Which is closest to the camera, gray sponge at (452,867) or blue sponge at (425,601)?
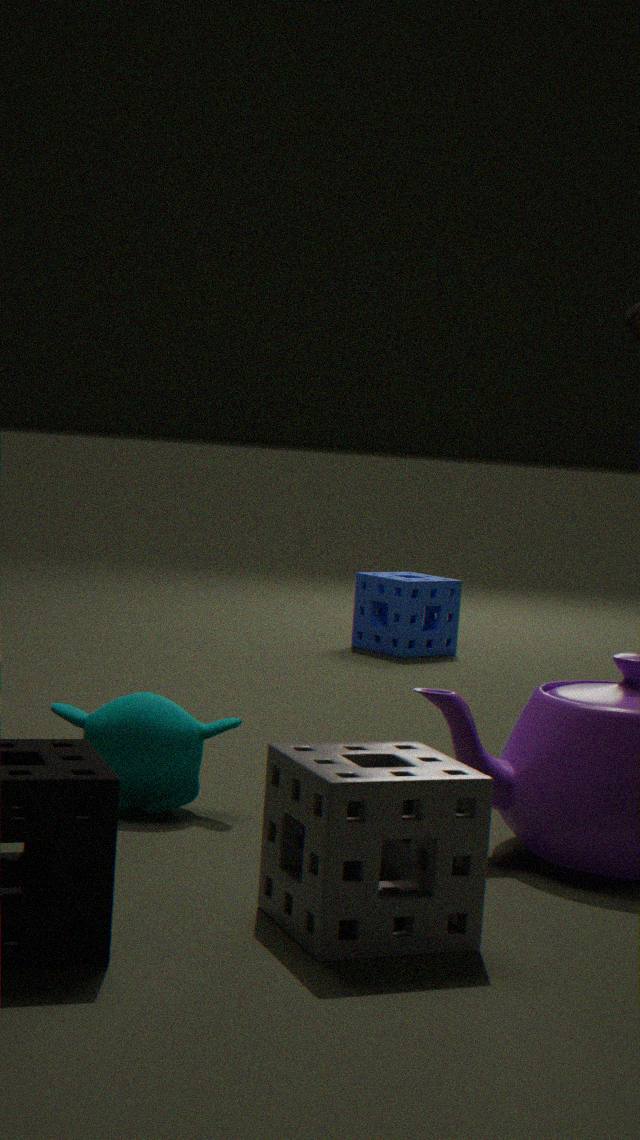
gray sponge at (452,867)
